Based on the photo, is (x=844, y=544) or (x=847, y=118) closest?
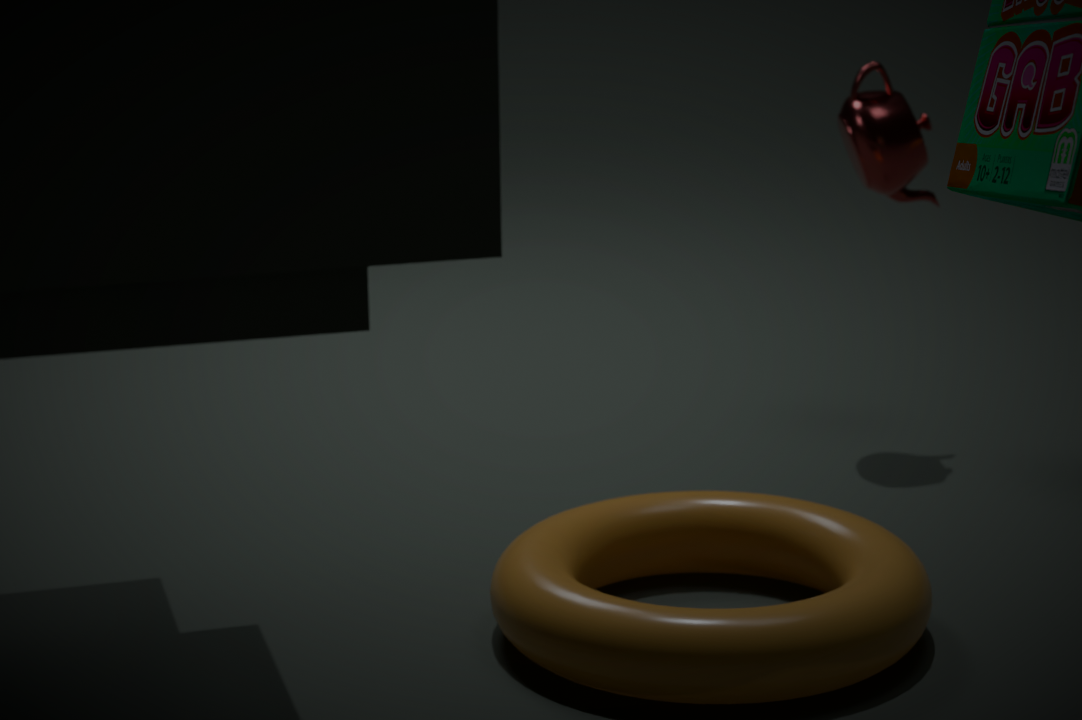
(x=844, y=544)
